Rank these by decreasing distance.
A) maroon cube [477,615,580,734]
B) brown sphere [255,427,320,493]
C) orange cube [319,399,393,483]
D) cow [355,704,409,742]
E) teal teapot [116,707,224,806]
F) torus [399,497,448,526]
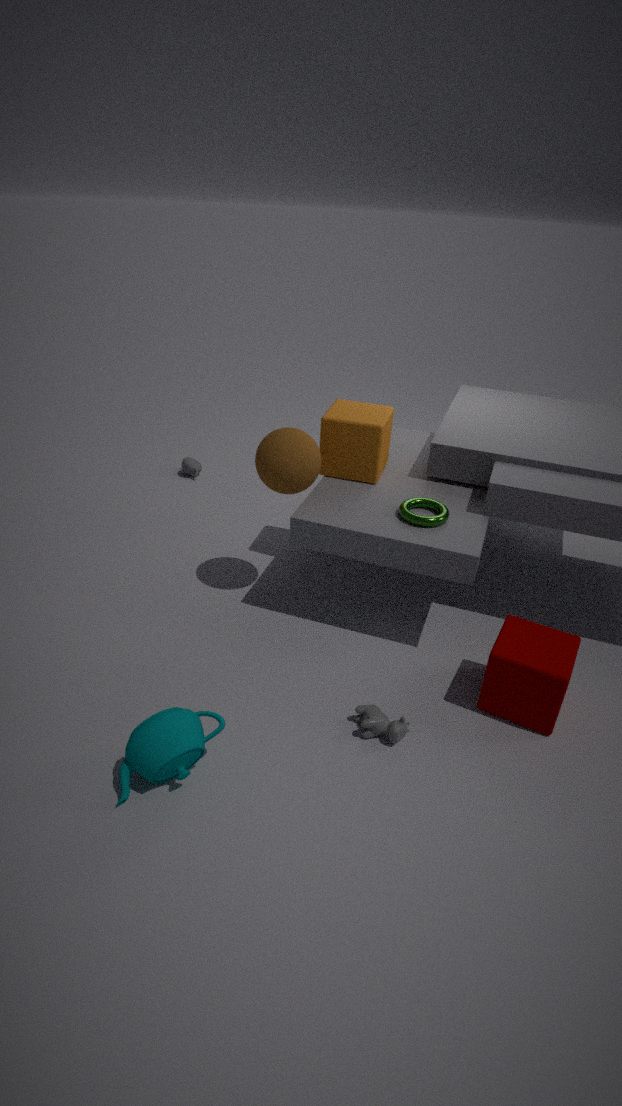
orange cube [319,399,393,483], brown sphere [255,427,320,493], torus [399,497,448,526], maroon cube [477,615,580,734], cow [355,704,409,742], teal teapot [116,707,224,806]
